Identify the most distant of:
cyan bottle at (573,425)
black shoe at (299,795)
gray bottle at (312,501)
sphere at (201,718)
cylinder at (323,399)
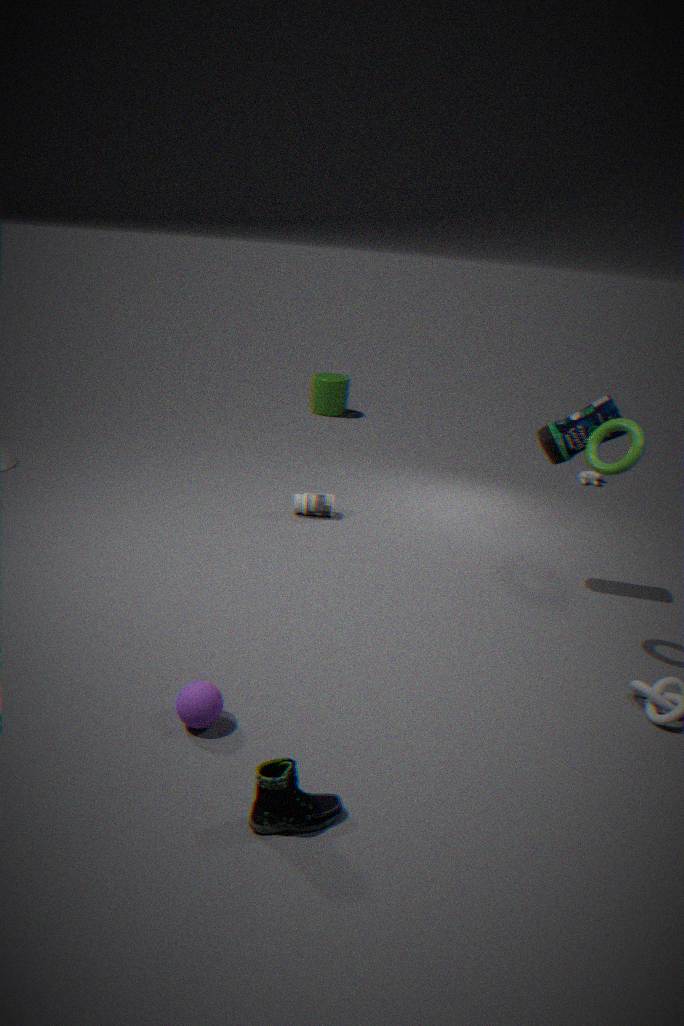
cylinder at (323,399)
